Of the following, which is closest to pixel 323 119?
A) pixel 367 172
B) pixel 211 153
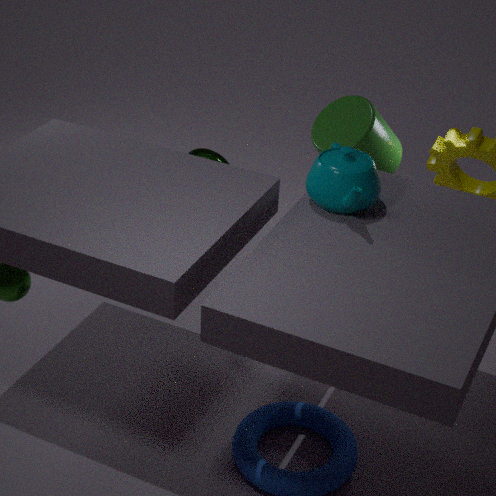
pixel 367 172
